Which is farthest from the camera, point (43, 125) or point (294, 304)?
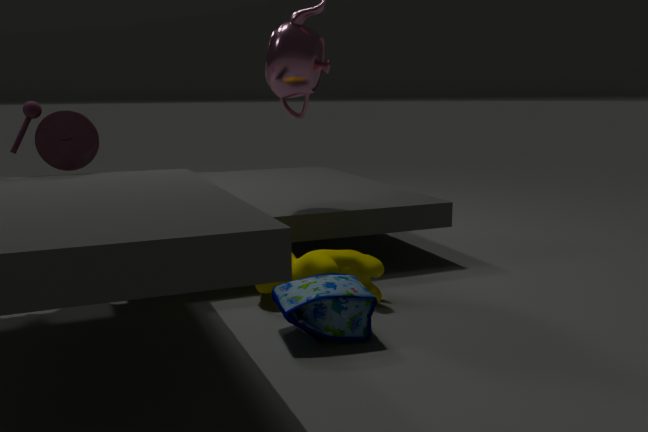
point (43, 125)
